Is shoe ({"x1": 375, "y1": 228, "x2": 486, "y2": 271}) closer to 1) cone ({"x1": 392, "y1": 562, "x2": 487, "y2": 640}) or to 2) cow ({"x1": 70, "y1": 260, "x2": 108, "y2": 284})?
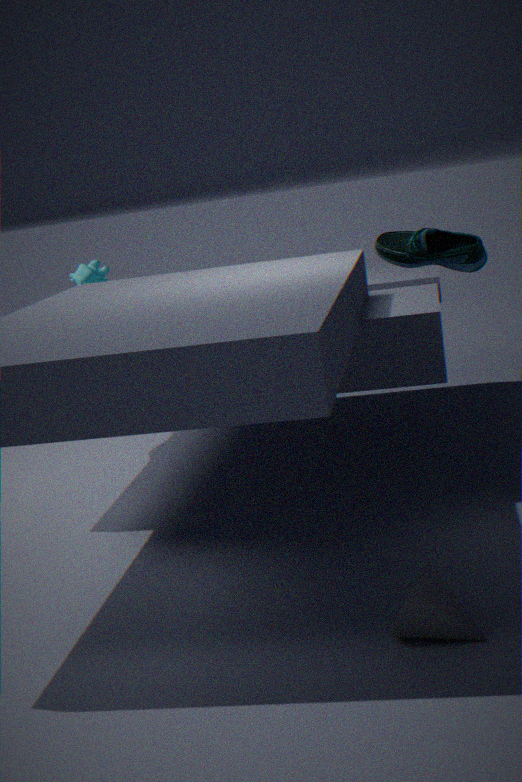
1) cone ({"x1": 392, "y1": 562, "x2": 487, "y2": 640})
